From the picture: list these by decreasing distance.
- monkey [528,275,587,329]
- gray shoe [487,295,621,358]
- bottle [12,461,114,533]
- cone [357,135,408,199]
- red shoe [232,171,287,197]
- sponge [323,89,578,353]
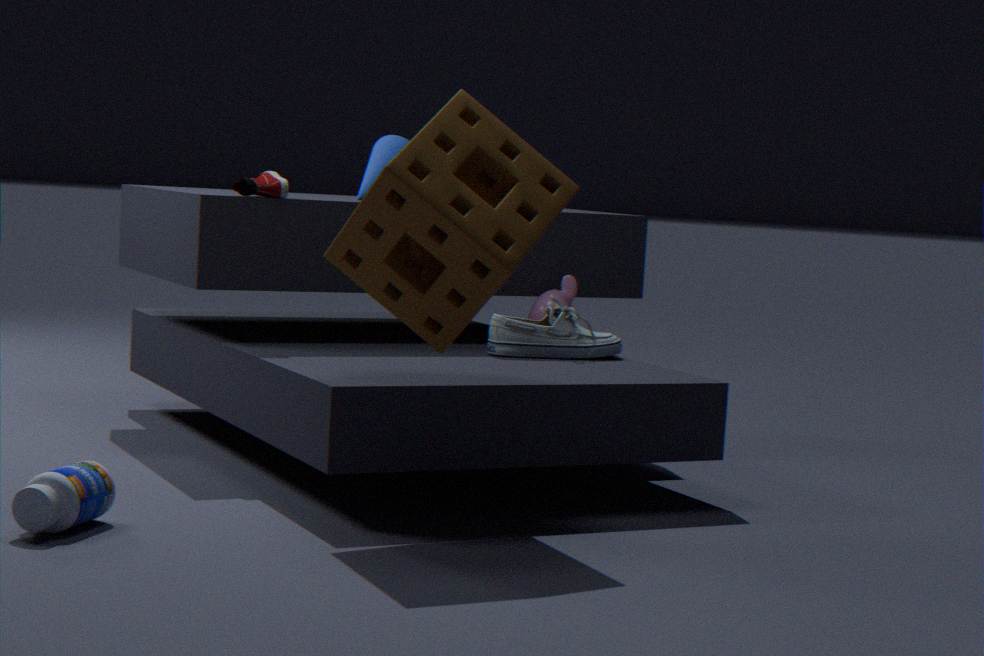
monkey [528,275,587,329], cone [357,135,408,199], gray shoe [487,295,621,358], red shoe [232,171,287,197], sponge [323,89,578,353], bottle [12,461,114,533]
